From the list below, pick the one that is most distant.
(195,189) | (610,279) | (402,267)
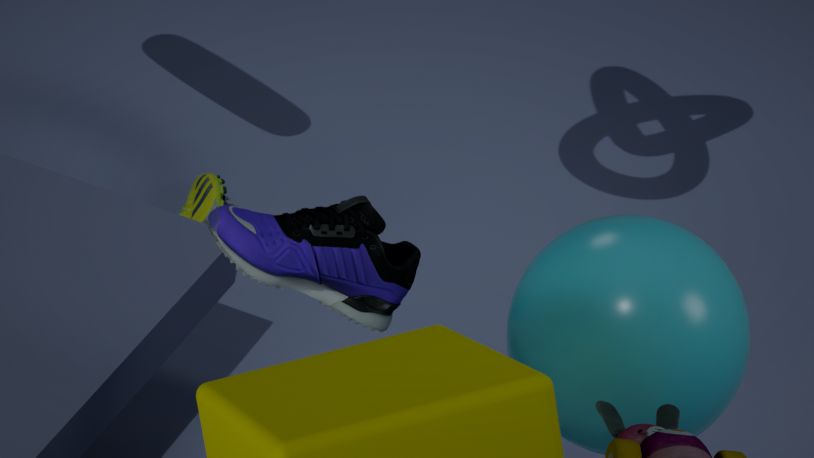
(195,189)
